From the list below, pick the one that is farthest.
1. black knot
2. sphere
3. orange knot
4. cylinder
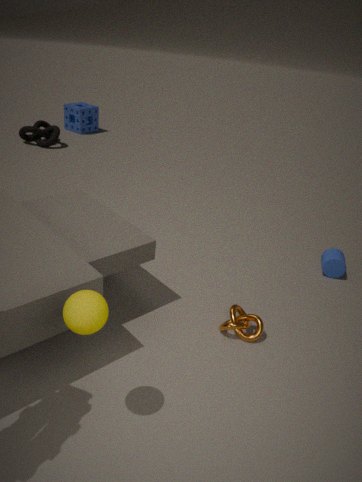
black knot
